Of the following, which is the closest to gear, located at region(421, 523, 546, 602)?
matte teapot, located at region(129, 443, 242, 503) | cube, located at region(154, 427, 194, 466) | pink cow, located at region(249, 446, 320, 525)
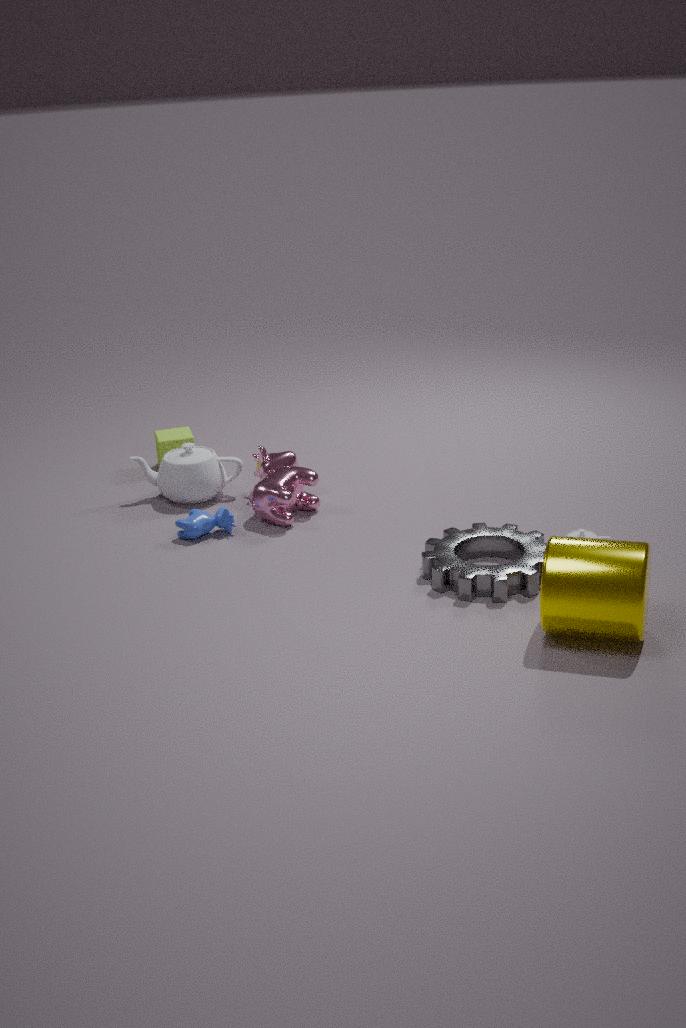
pink cow, located at region(249, 446, 320, 525)
